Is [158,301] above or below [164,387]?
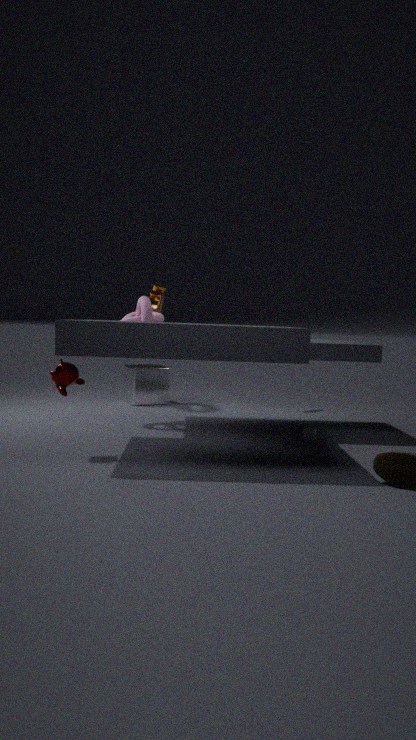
above
